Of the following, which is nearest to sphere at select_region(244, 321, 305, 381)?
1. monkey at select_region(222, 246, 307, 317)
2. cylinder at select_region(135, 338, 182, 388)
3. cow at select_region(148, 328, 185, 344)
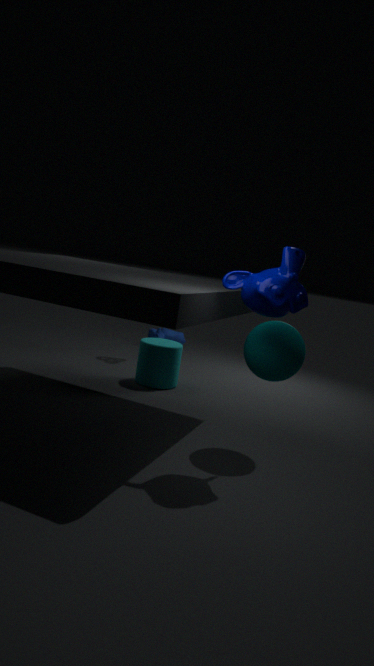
monkey at select_region(222, 246, 307, 317)
